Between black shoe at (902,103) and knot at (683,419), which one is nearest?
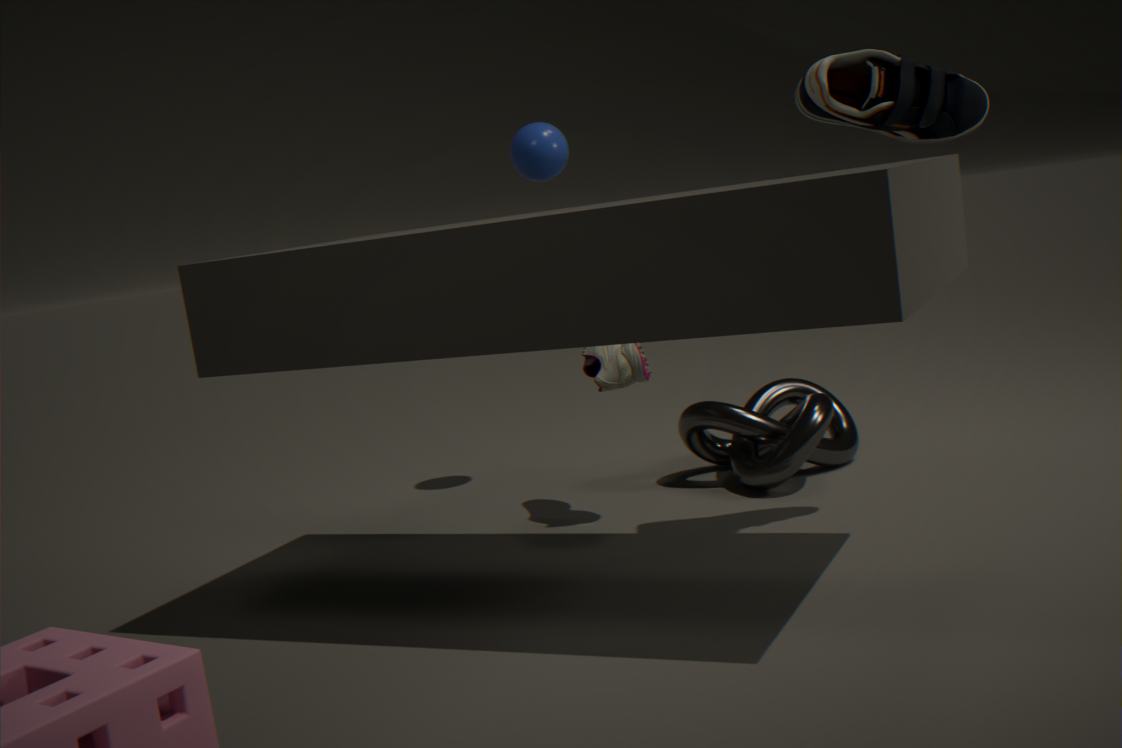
black shoe at (902,103)
